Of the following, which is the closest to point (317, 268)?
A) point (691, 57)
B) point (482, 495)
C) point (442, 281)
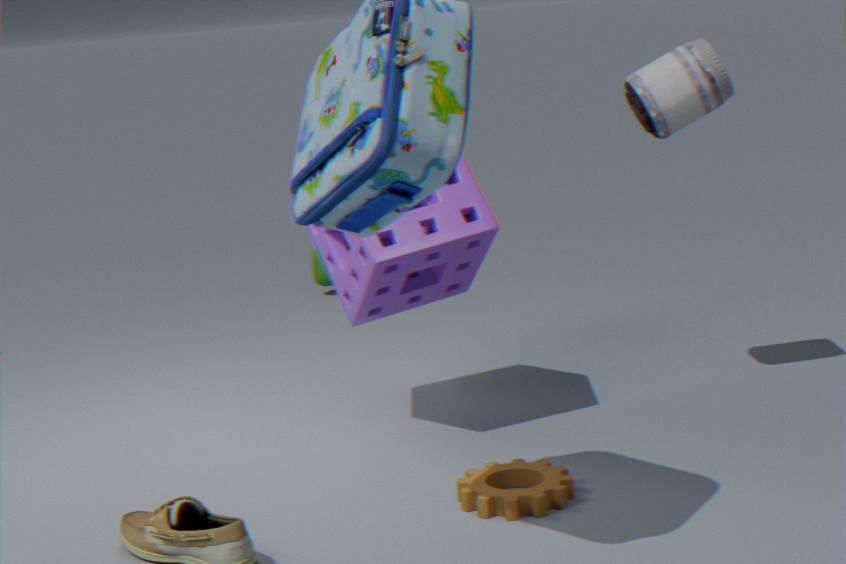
point (442, 281)
